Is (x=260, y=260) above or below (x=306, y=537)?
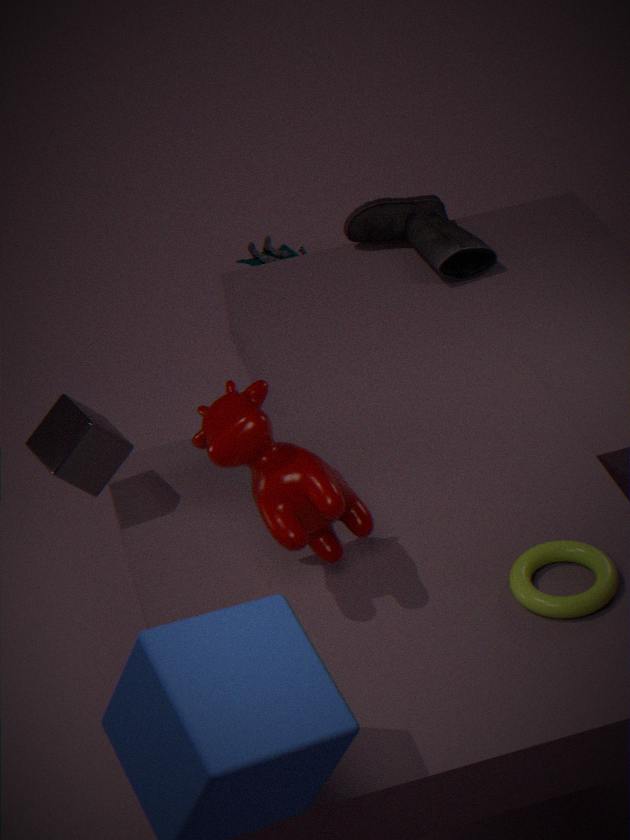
below
